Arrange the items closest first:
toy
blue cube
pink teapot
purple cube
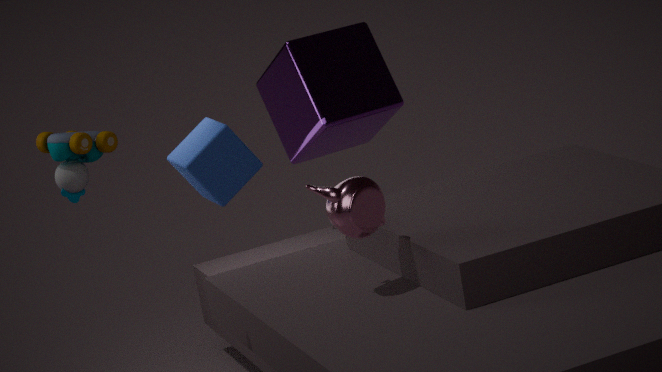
toy < pink teapot < blue cube < purple cube
